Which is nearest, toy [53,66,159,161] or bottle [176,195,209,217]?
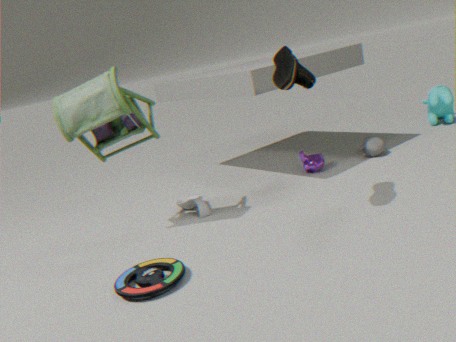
toy [53,66,159,161]
